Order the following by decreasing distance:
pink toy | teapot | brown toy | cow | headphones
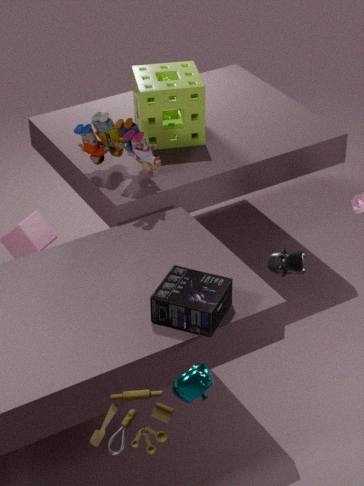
pink toy < headphones < cow < teapot < brown toy
